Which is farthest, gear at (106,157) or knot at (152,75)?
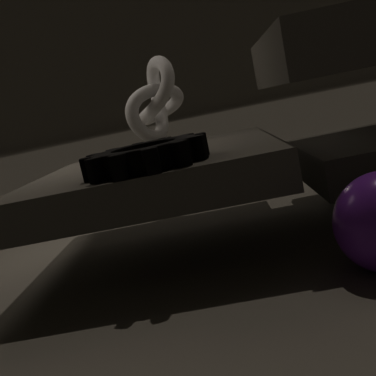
knot at (152,75)
